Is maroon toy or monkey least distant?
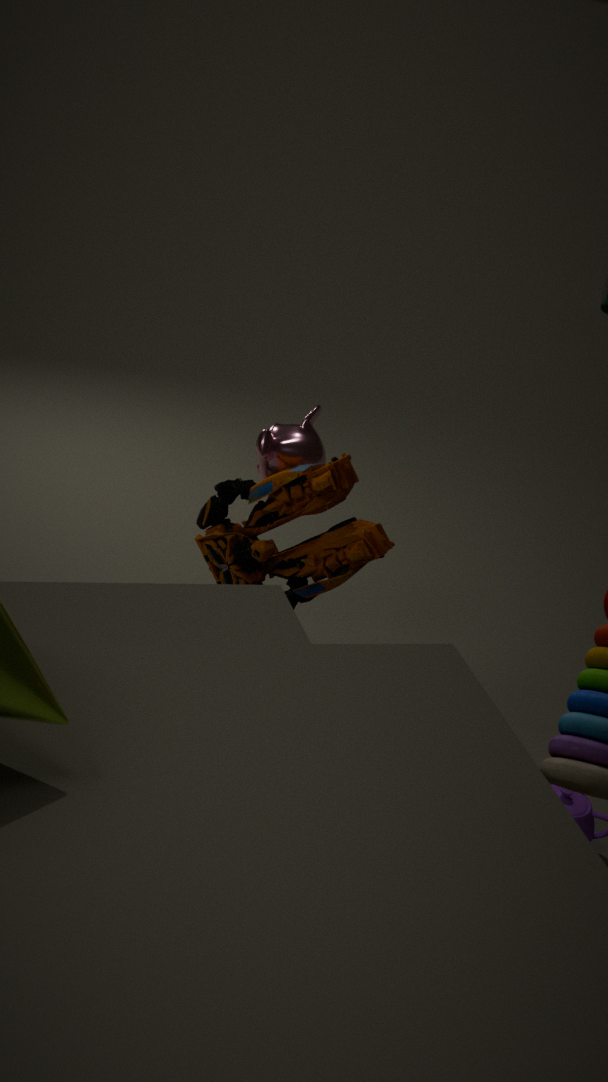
maroon toy
